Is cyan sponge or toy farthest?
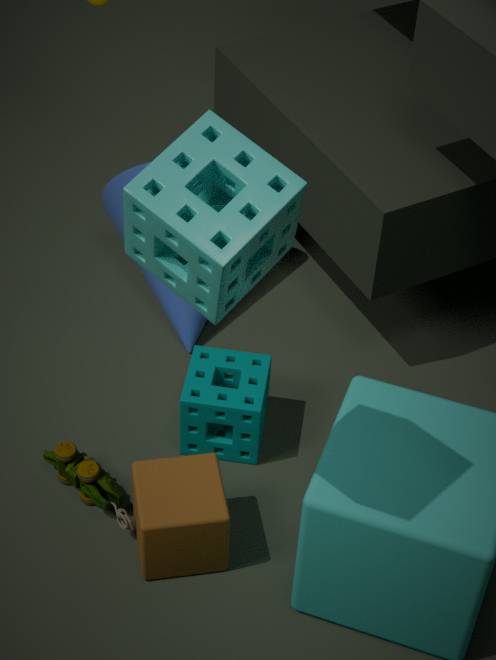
toy
